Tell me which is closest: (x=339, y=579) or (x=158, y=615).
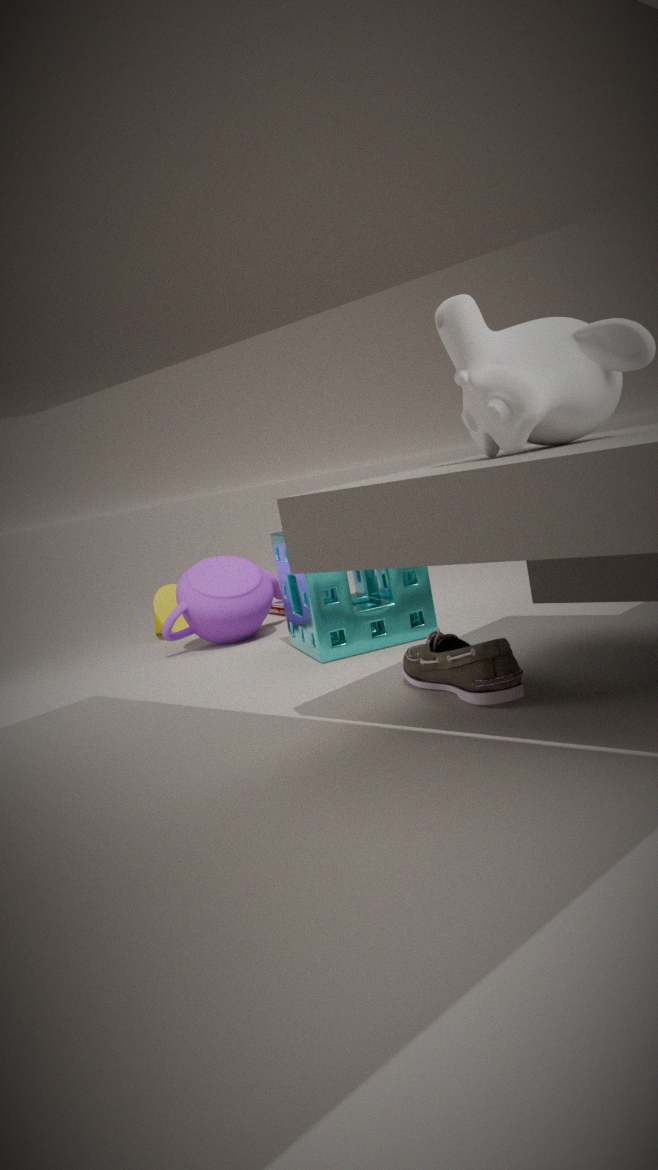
(x=339, y=579)
